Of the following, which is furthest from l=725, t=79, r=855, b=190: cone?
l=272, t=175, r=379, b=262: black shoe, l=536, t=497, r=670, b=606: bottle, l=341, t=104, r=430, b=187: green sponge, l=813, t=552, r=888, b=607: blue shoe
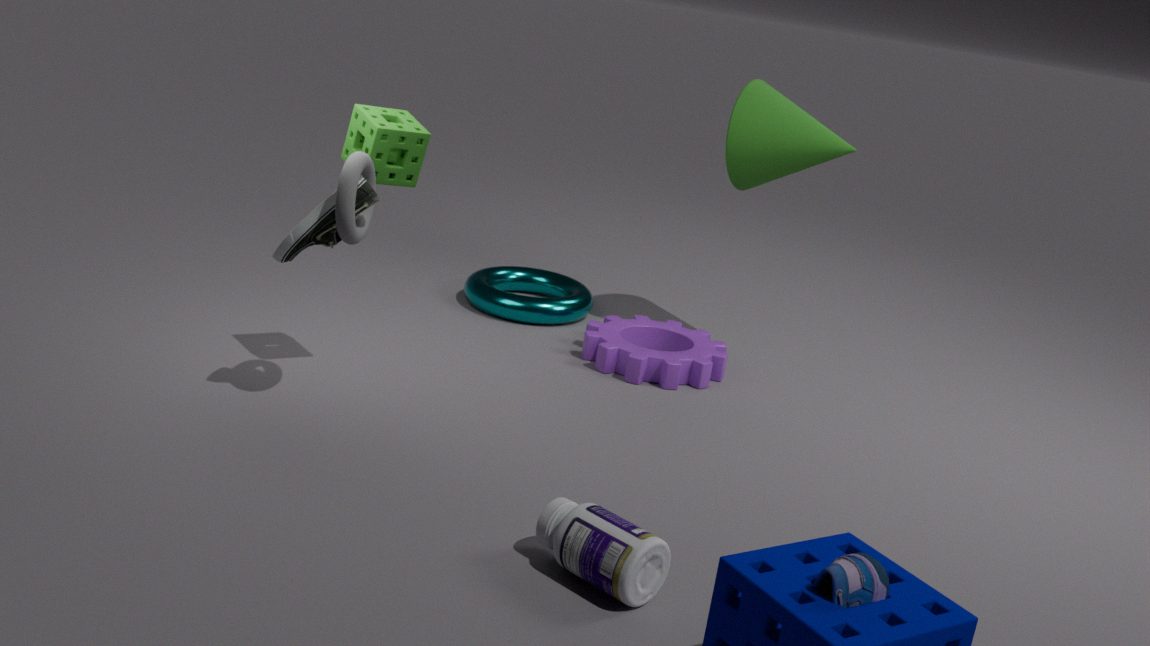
l=813, t=552, r=888, b=607: blue shoe
